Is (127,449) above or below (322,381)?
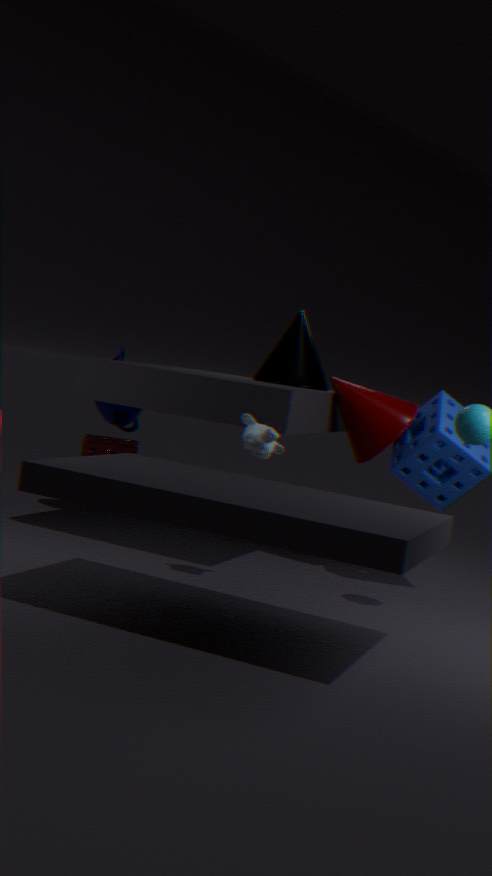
below
